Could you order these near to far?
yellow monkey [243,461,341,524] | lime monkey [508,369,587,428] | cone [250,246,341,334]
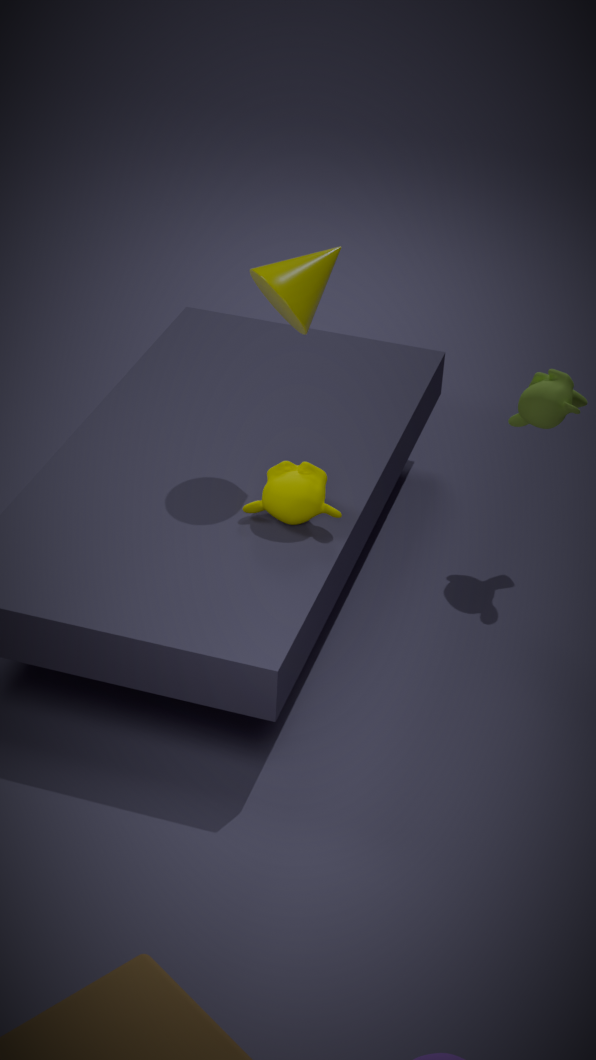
cone [250,246,341,334]
yellow monkey [243,461,341,524]
lime monkey [508,369,587,428]
